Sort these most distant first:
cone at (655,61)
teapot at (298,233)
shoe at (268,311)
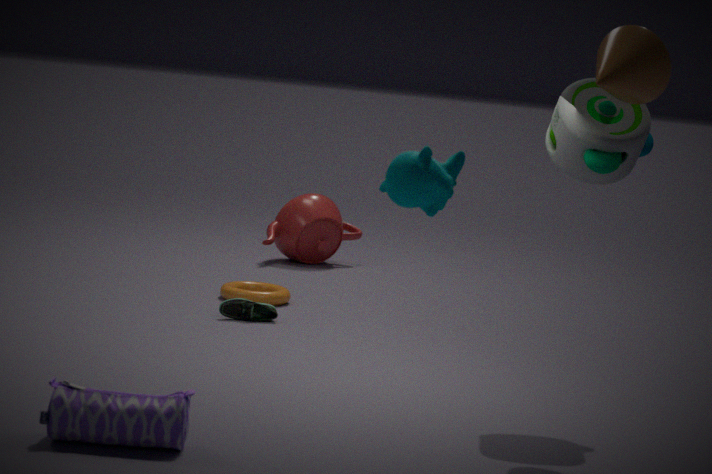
teapot at (298,233)
shoe at (268,311)
cone at (655,61)
